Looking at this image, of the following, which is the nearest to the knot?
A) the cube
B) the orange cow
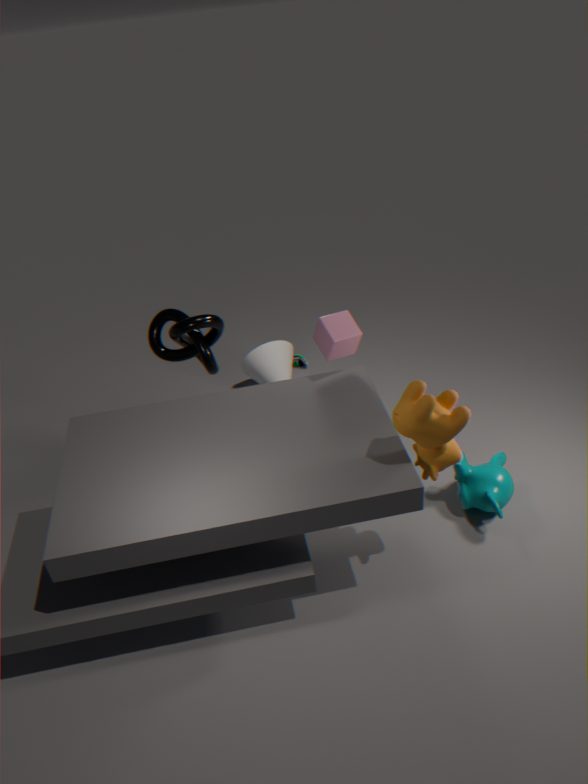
the cube
